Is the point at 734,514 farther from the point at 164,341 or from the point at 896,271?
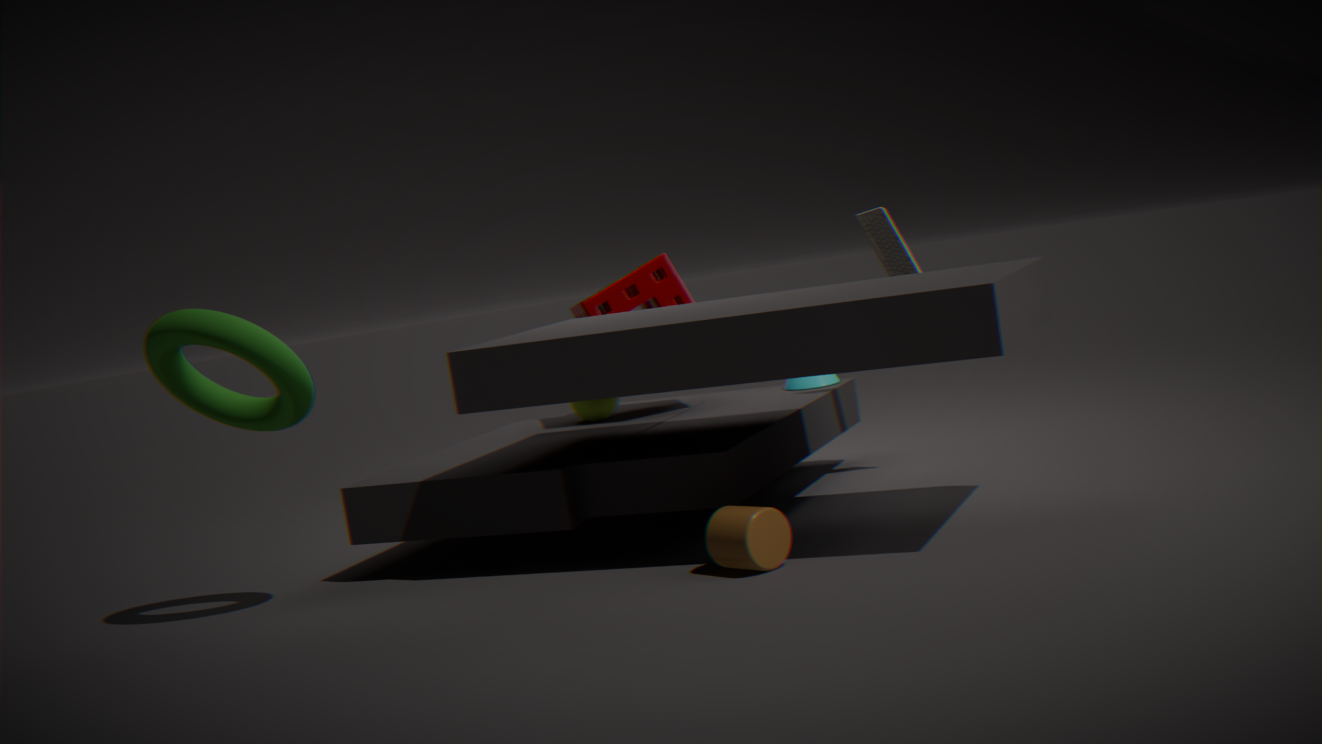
the point at 164,341
